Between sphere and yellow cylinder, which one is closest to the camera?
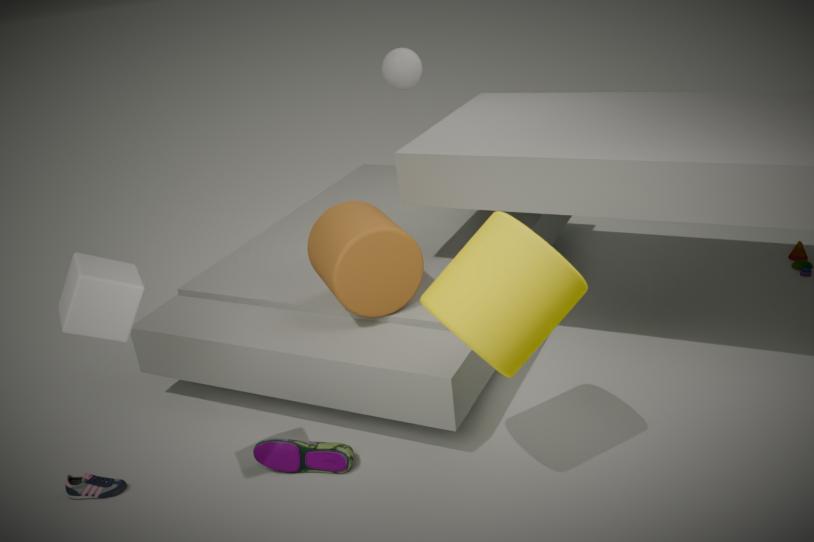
yellow cylinder
